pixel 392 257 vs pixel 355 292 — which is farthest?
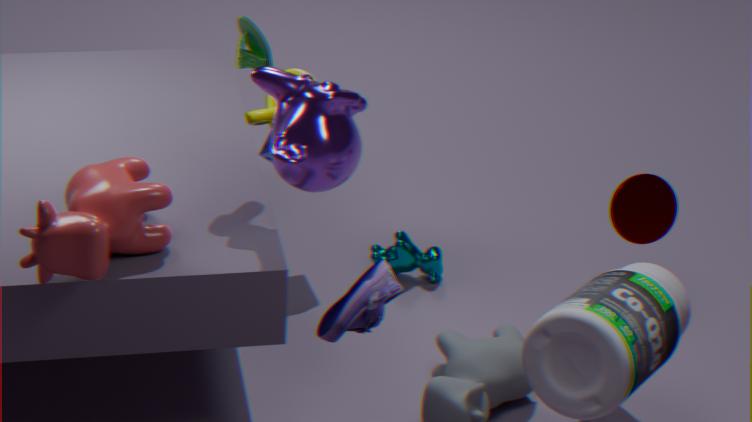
pixel 392 257
